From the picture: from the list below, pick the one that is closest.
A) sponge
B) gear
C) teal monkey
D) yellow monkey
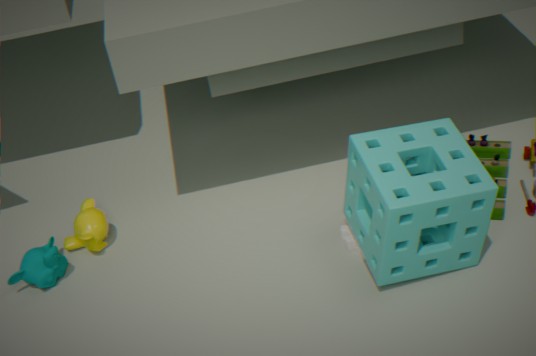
sponge
